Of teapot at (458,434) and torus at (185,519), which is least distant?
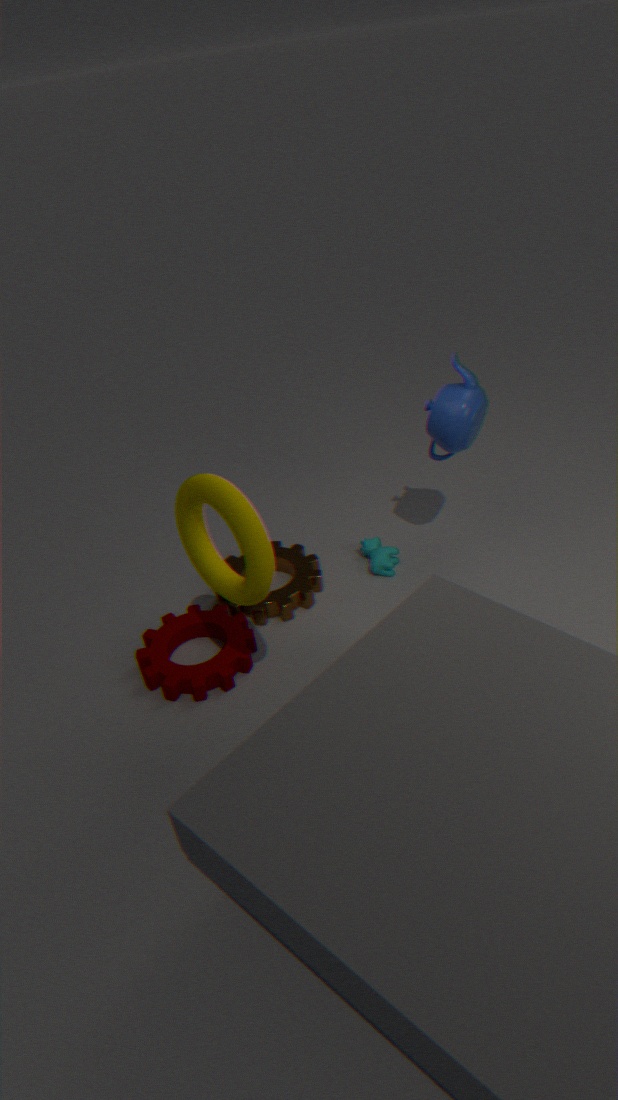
torus at (185,519)
